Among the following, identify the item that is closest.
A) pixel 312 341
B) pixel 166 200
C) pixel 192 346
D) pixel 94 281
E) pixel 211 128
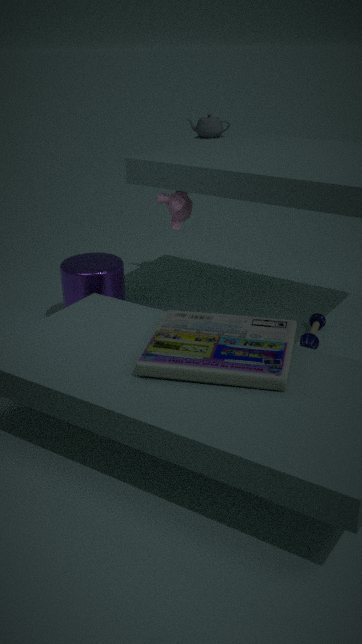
pixel 192 346
